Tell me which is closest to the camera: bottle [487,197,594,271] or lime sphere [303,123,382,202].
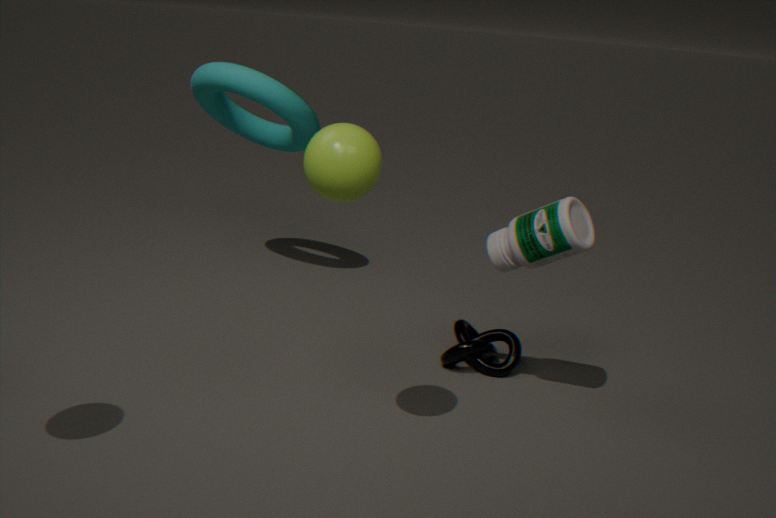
lime sphere [303,123,382,202]
